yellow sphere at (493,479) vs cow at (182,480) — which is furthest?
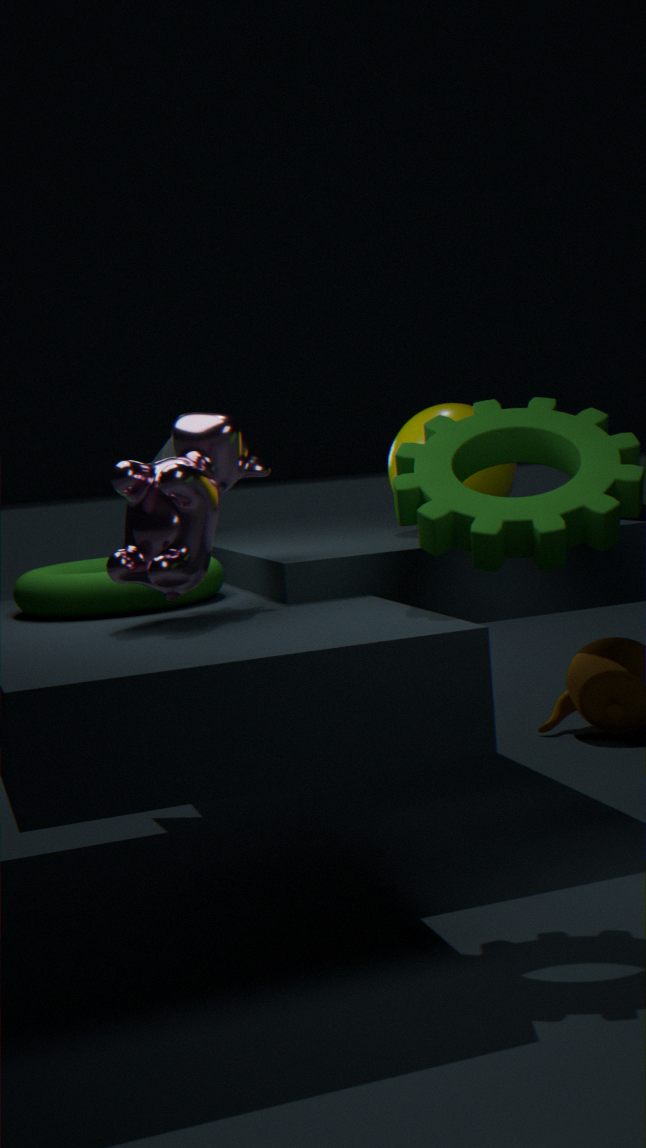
yellow sphere at (493,479)
